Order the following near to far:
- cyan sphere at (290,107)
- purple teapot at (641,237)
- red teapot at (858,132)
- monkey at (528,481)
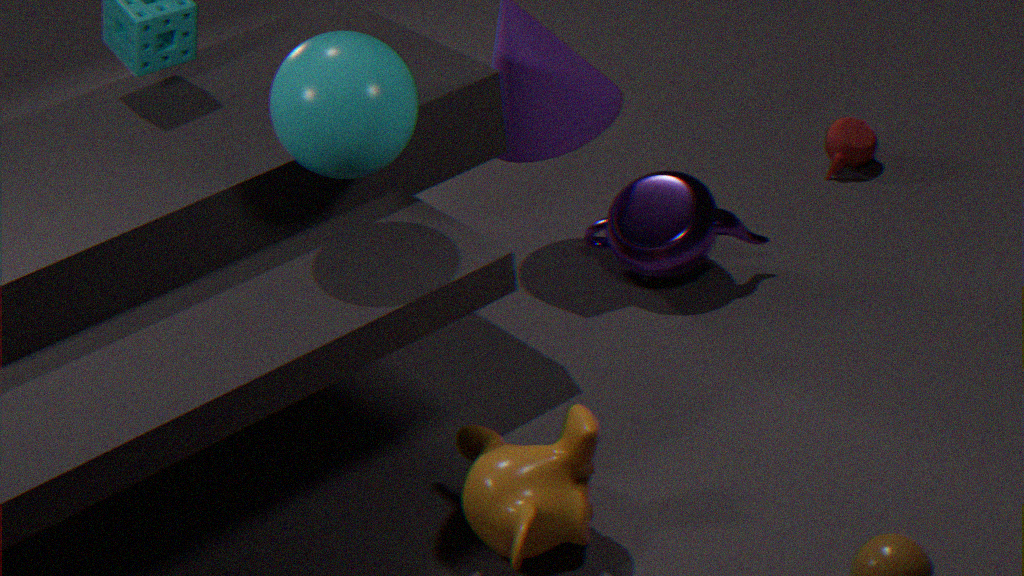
1. monkey at (528,481)
2. cyan sphere at (290,107)
3. purple teapot at (641,237)
4. red teapot at (858,132)
